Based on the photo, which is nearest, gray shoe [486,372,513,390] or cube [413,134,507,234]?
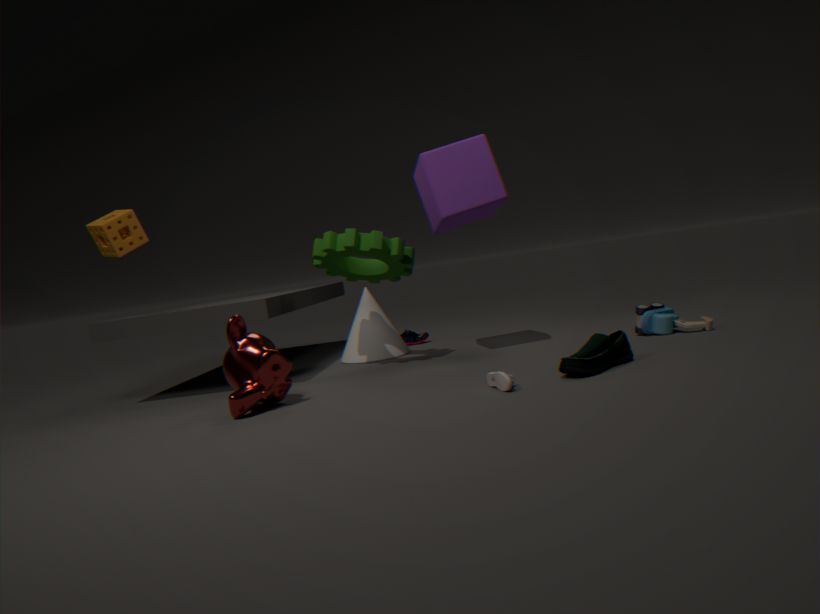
gray shoe [486,372,513,390]
